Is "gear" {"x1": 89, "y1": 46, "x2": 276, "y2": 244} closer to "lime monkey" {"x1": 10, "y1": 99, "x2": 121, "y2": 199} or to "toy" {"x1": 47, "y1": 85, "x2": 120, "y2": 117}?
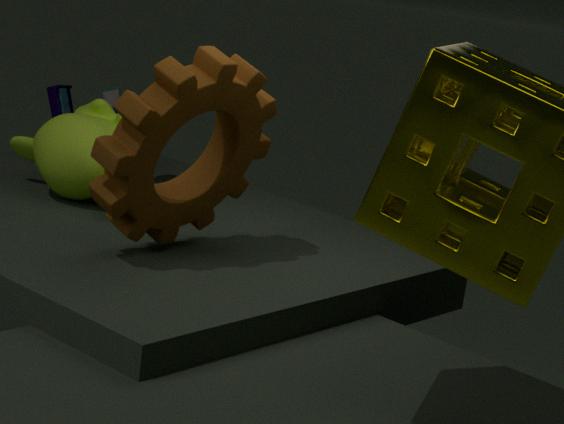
"lime monkey" {"x1": 10, "y1": 99, "x2": 121, "y2": 199}
